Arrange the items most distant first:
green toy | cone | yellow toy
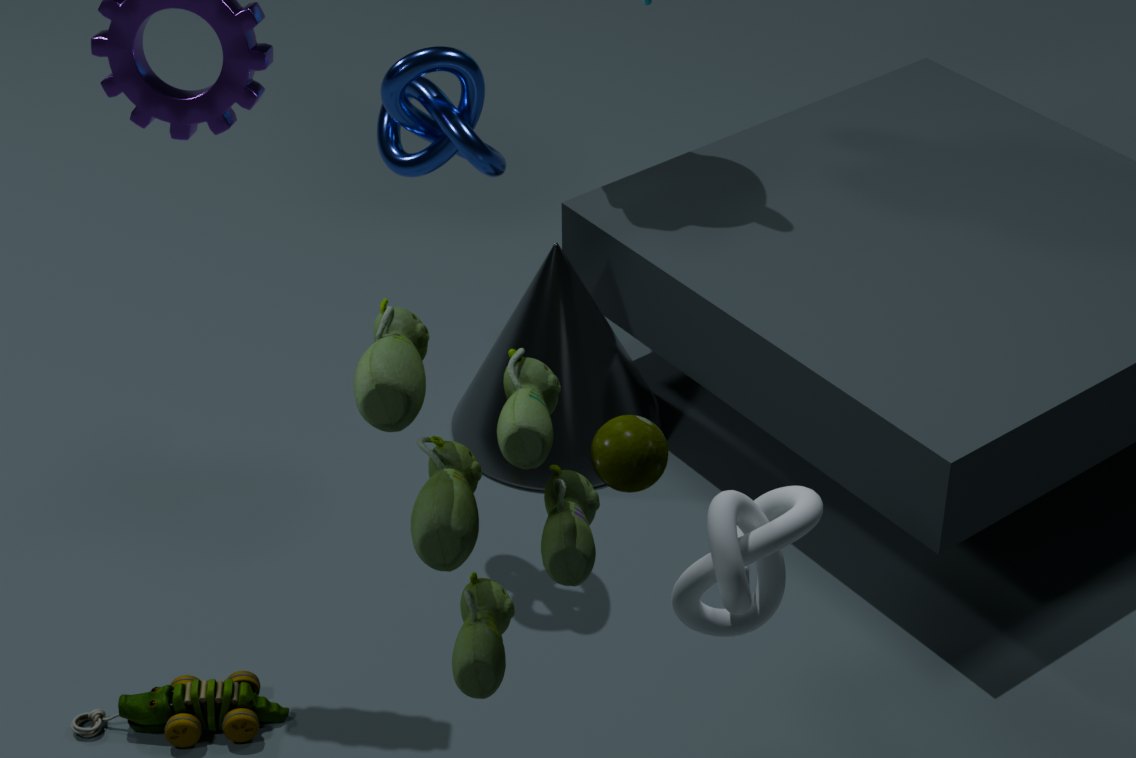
cone
yellow toy
green toy
